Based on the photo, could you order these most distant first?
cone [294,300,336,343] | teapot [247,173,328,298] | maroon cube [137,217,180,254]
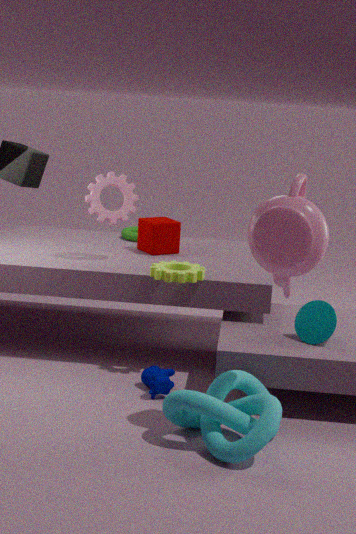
maroon cube [137,217,180,254] → cone [294,300,336,343] → teapot [247,173,328,298]
